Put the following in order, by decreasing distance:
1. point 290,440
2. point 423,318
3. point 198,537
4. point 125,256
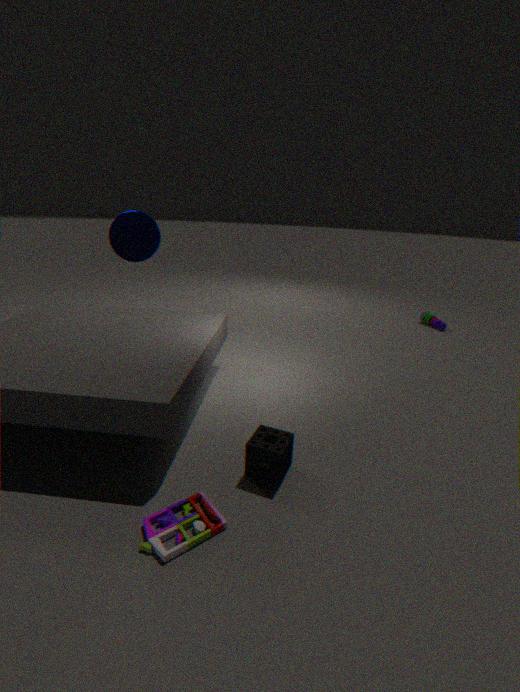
1. point 423,318
2. point 125,256
3. point 290,440
4. point 198,537
